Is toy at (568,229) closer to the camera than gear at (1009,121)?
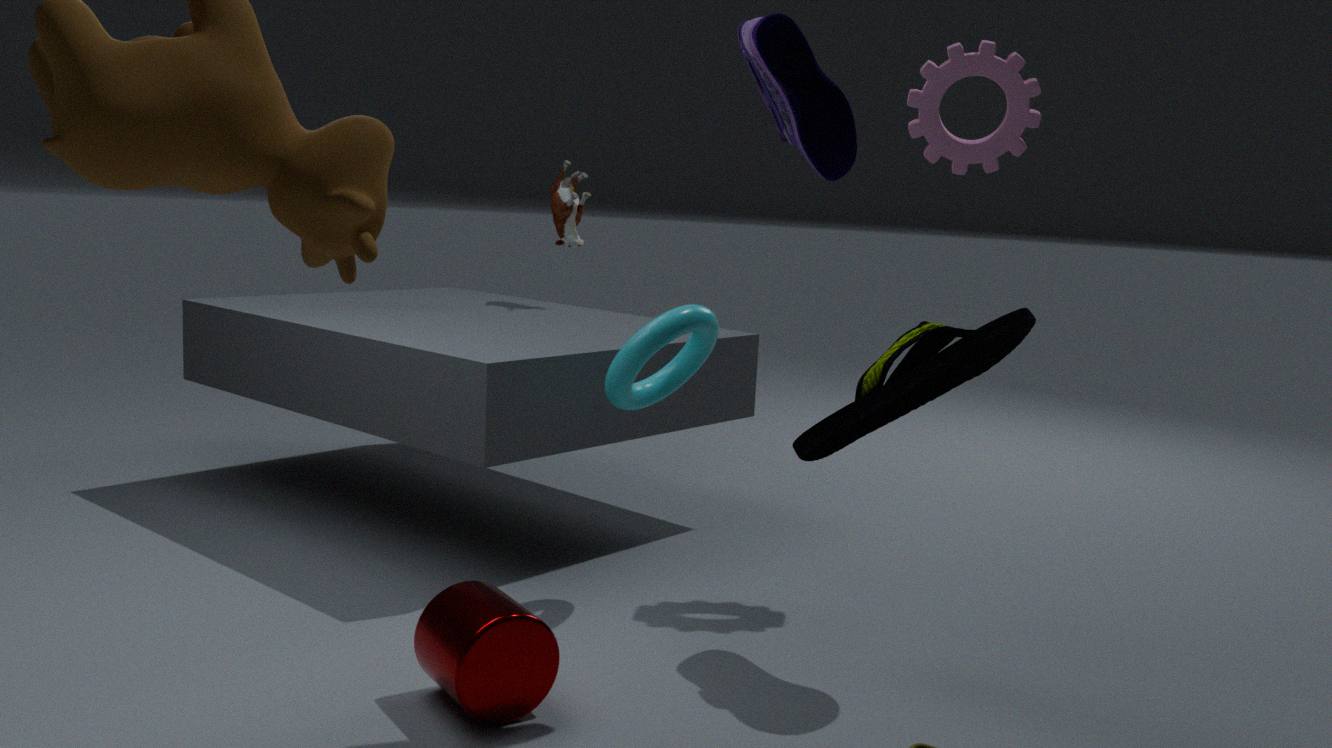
No
